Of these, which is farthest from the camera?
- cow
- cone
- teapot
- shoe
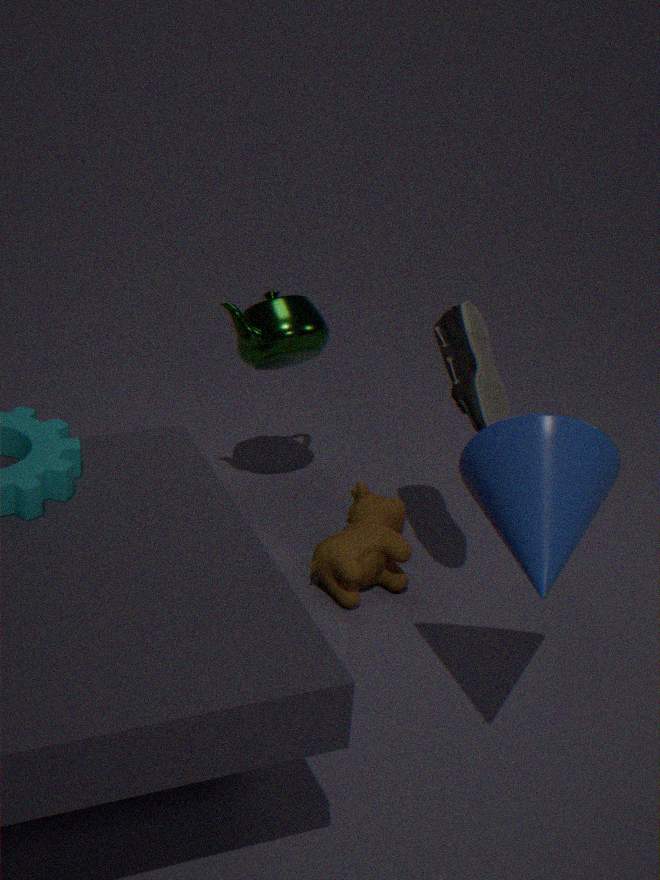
teapot
